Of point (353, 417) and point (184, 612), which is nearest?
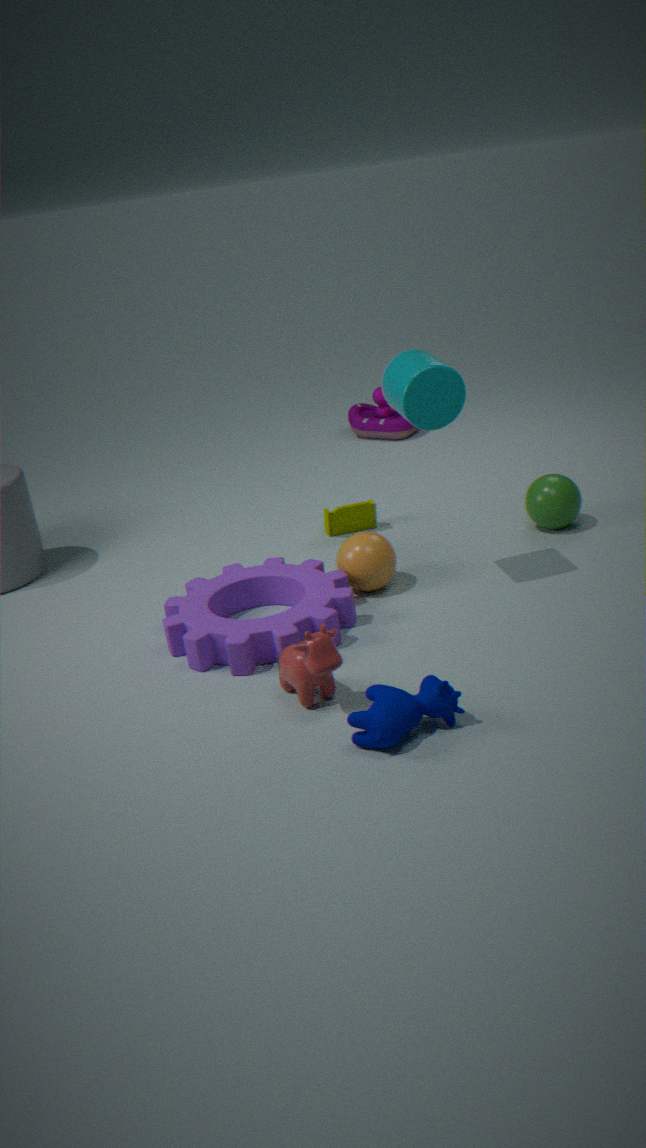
point (184, 612)
